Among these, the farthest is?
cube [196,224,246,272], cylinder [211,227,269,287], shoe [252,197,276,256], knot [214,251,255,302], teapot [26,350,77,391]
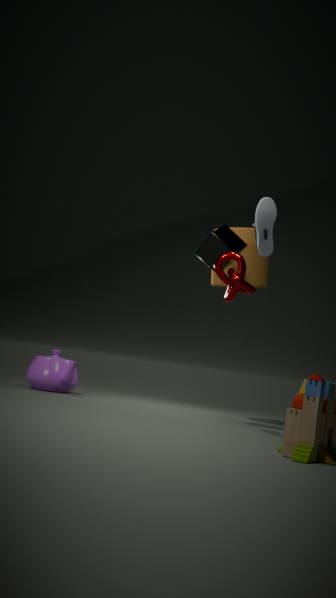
teapot [26,350,77,391]
